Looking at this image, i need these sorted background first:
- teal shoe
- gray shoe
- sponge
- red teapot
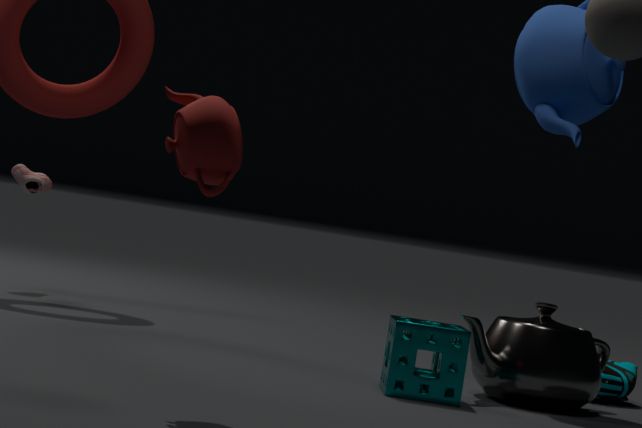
gray shoe < teal shoe < sponge < red teapot
